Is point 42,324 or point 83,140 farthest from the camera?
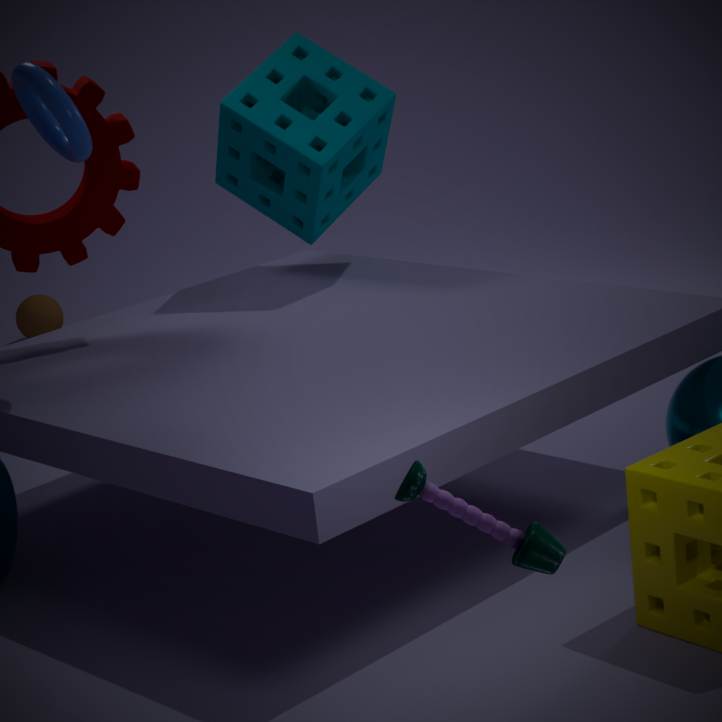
point 42,324
